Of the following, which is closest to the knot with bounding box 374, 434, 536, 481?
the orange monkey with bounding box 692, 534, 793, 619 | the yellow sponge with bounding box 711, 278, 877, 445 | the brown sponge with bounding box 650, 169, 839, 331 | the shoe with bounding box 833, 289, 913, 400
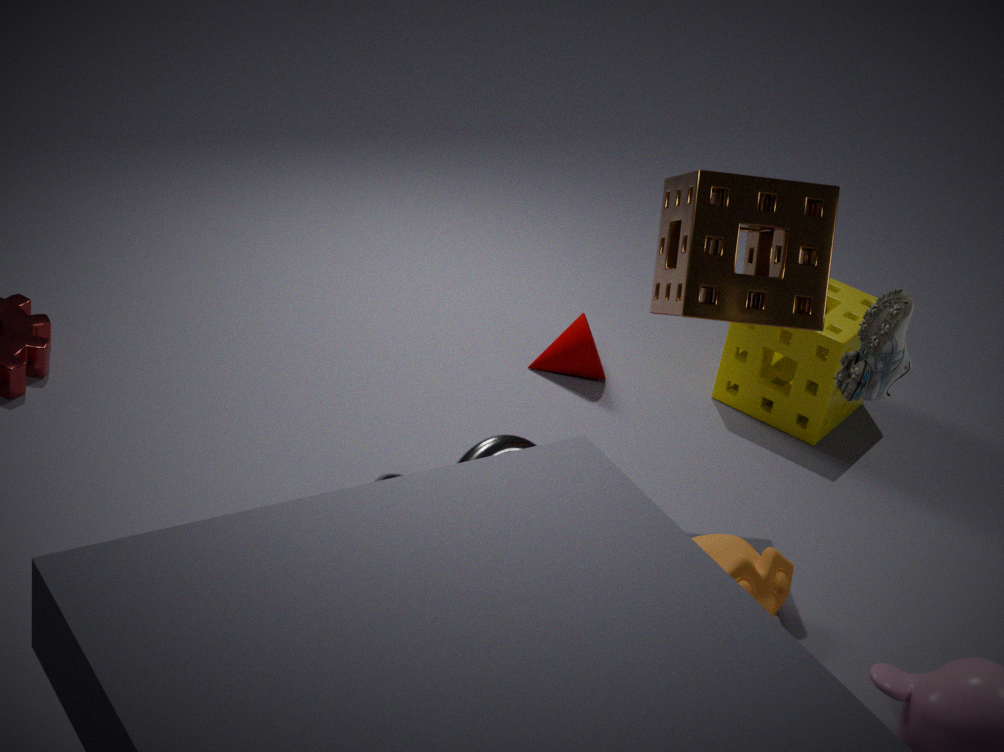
the orange monkey with bounding box 692, 534, 793, 619
